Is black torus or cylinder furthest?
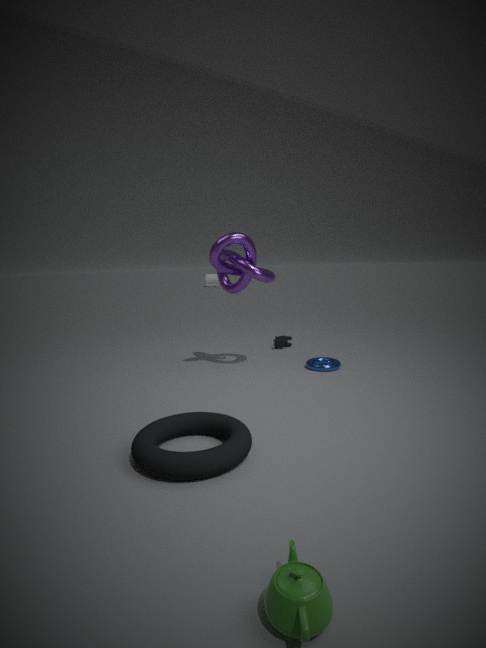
cylinder
